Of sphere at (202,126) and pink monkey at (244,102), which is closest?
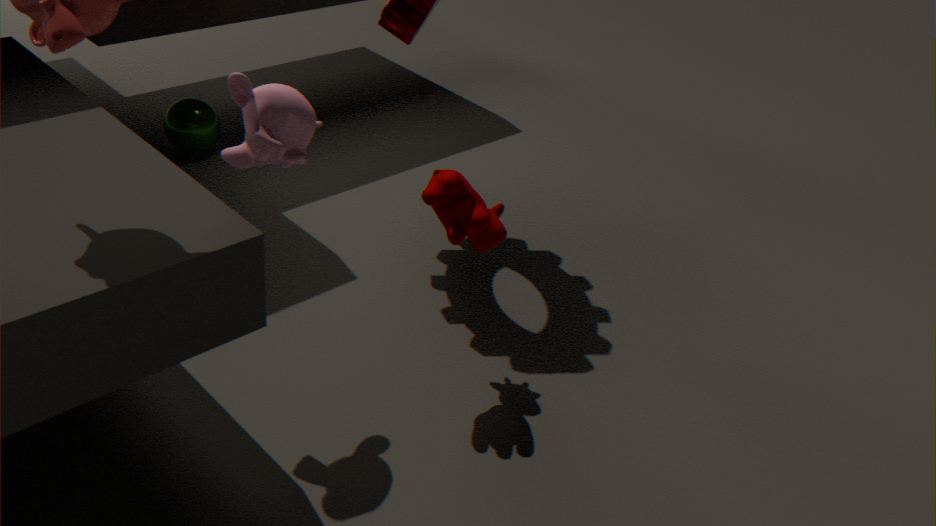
pink monkey at (244,102)
